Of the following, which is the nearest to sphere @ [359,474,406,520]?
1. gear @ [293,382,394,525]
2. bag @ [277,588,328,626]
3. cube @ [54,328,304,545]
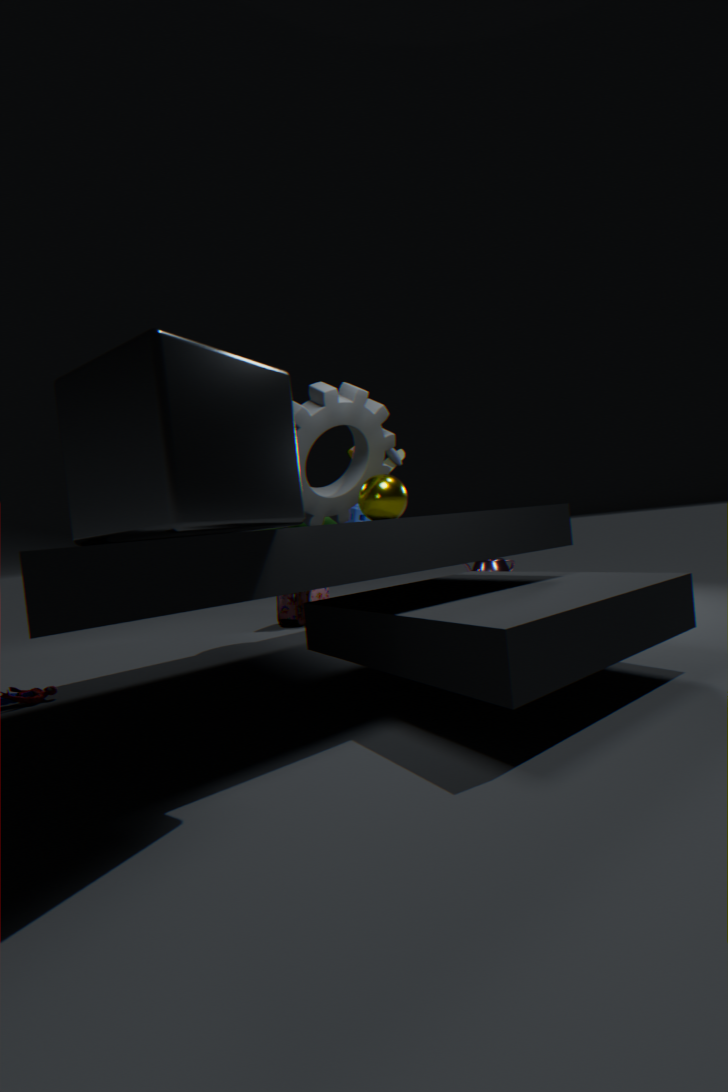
gear @ [293,382,394,525]
